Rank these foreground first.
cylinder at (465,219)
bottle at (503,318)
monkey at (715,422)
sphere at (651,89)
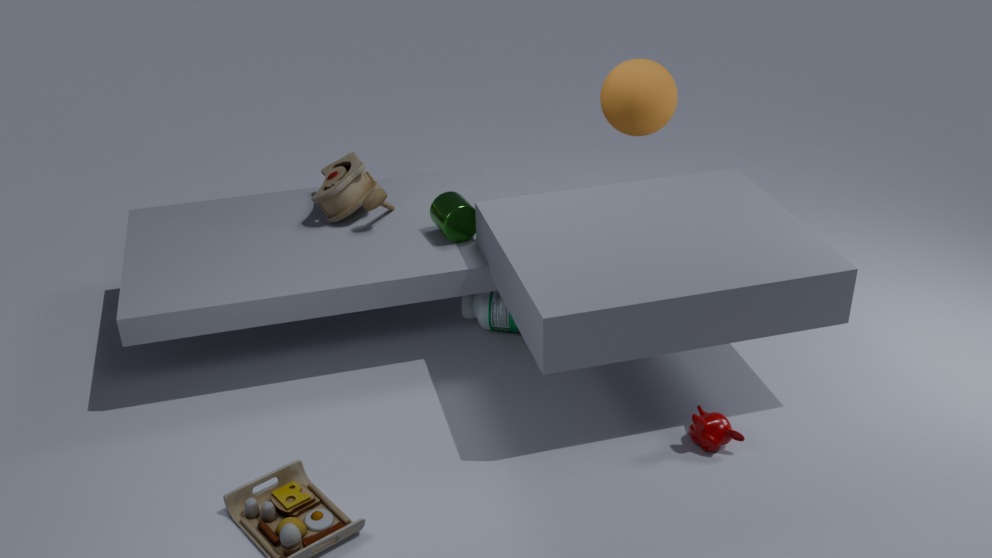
monkey at (715,422) < cylinder at (465,219) < sphere at (651,89) < bottle at (503,318)
